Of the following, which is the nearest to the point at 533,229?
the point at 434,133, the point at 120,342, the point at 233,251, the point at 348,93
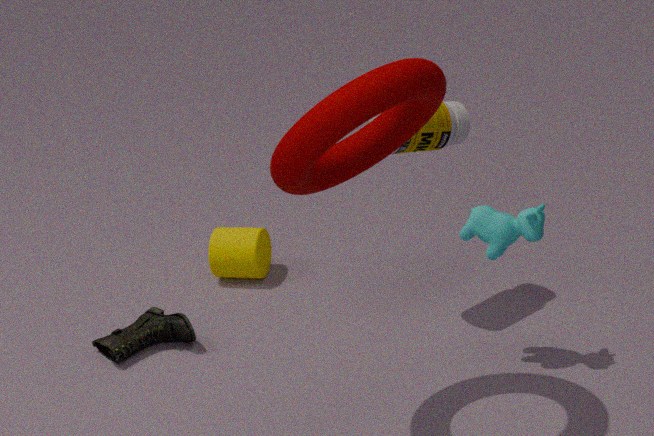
the point at 434,133
